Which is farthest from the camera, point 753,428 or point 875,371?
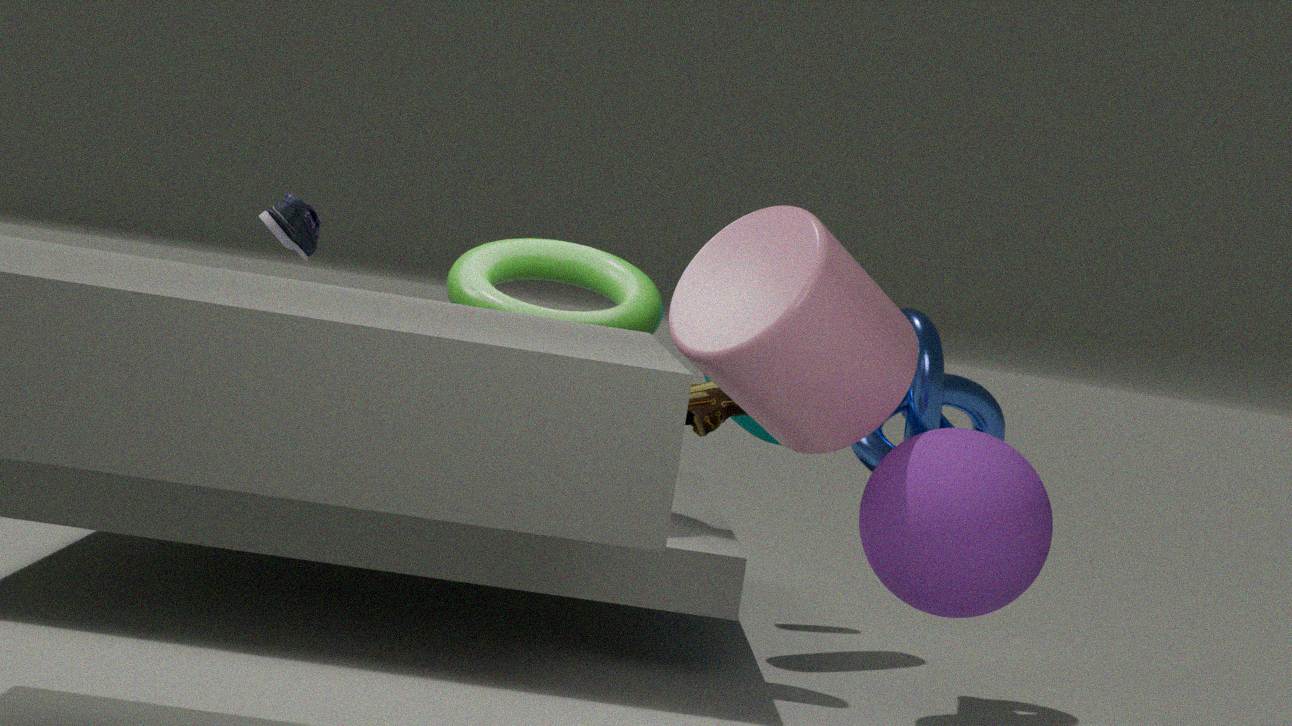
point 753,428
